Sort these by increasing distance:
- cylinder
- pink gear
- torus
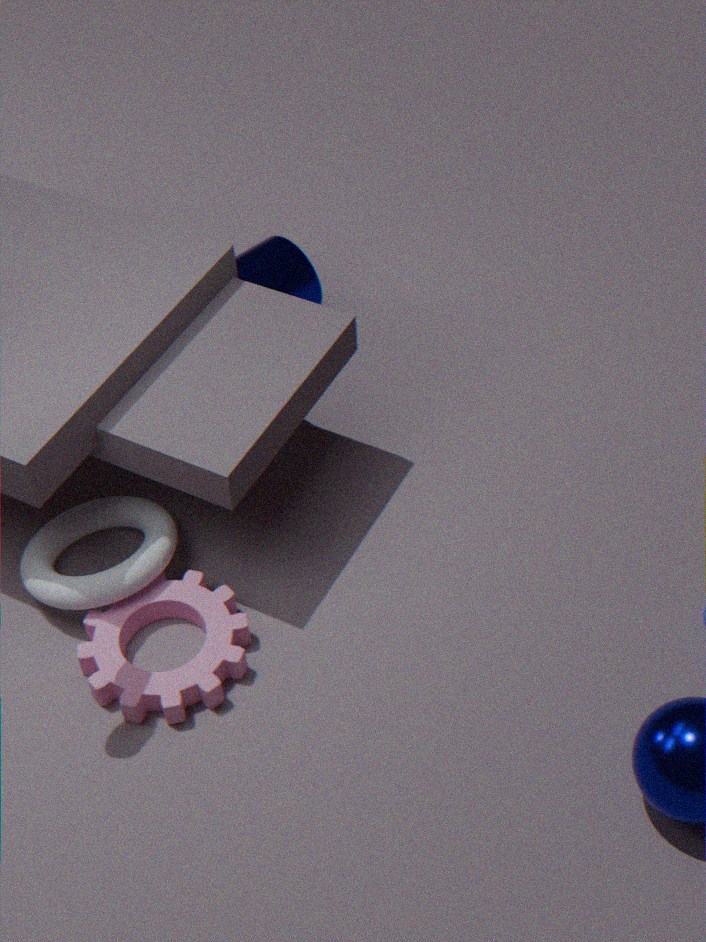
pink gear < torus < cylinder
